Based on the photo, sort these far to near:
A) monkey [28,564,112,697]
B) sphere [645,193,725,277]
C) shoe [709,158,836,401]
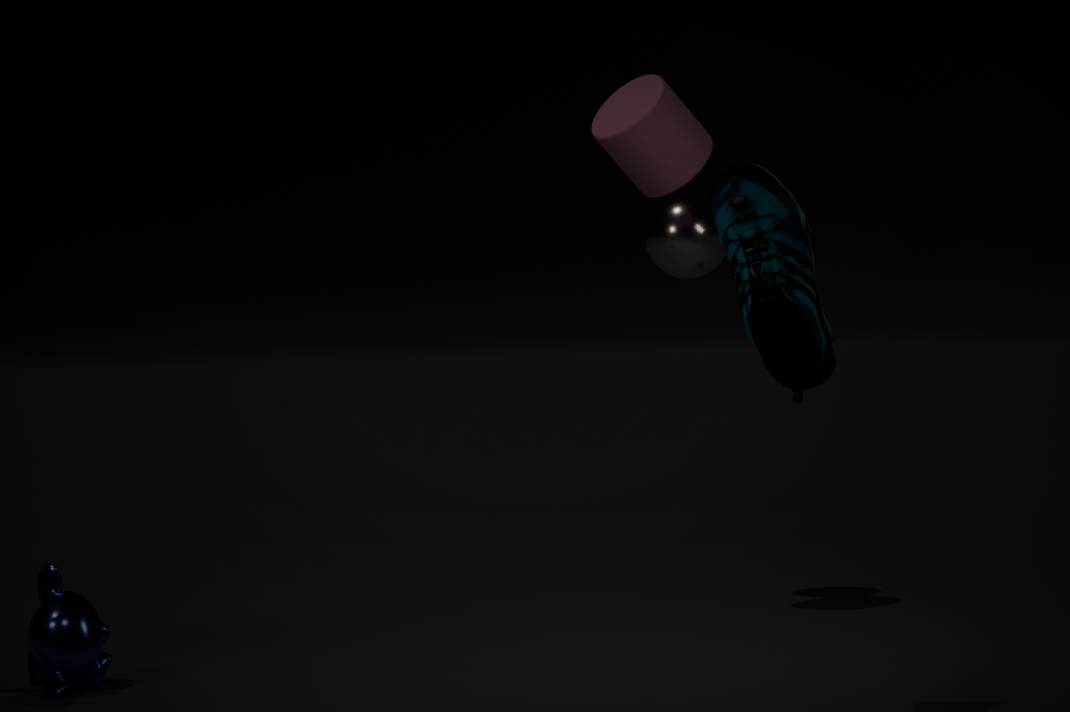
1. sphere [645,193,725,277]
2. monkey [28,564,112,697]
3. shoe [709,158,836,401]
